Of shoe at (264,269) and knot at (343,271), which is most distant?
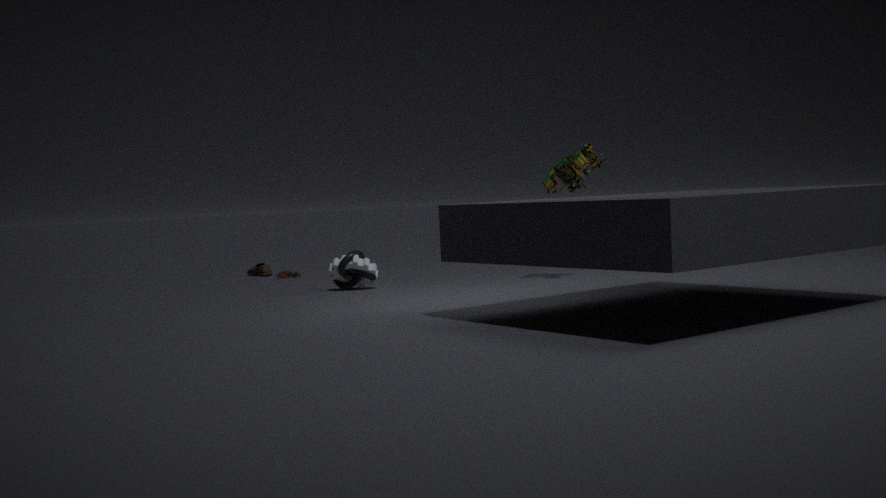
shoe at (264,269)
